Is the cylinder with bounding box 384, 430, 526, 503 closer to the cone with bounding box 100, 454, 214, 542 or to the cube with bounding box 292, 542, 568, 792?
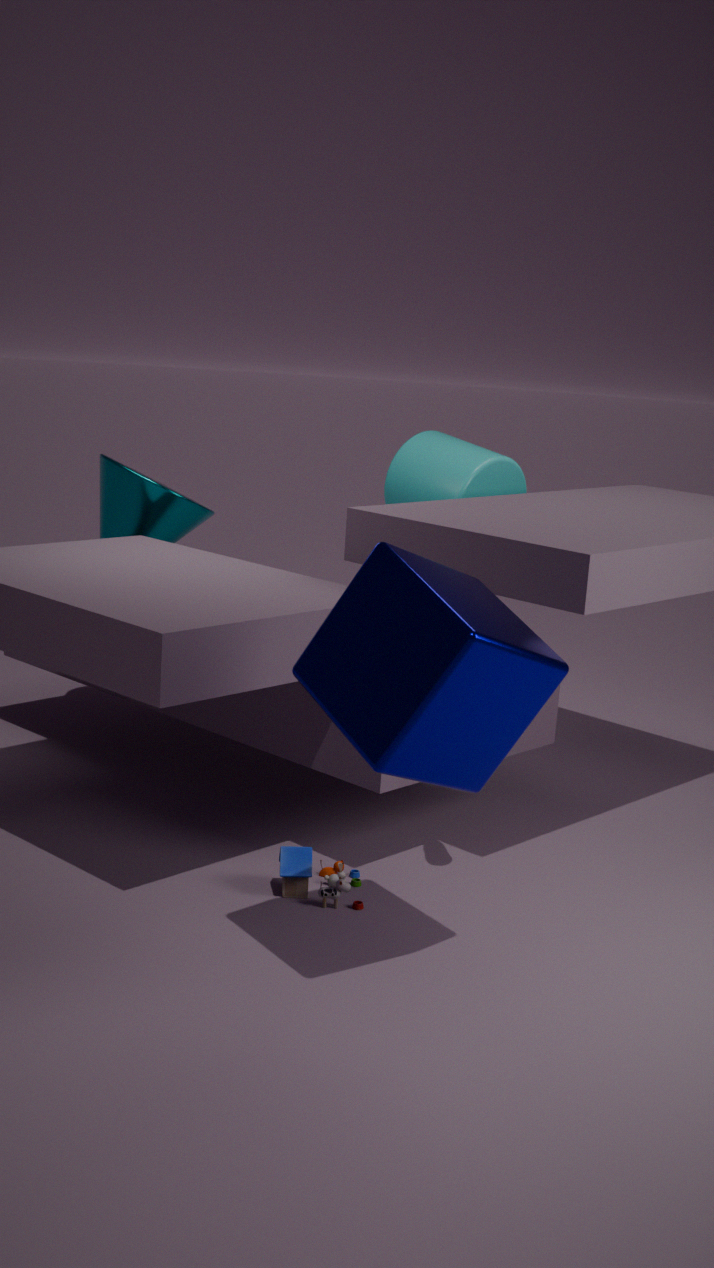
the cone with bounding box 100, 454, 214, 542
